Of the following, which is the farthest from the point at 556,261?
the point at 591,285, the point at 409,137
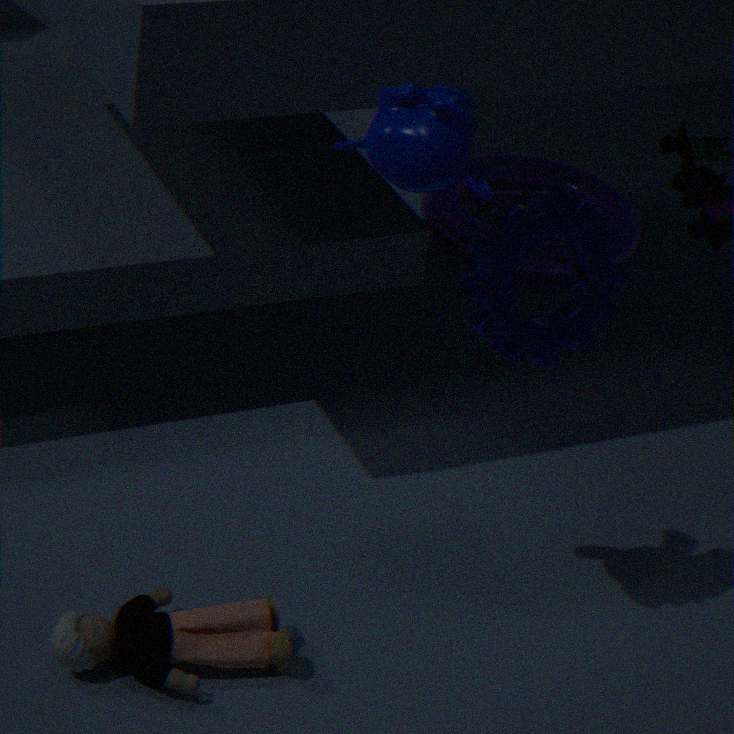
the point at 409,137
